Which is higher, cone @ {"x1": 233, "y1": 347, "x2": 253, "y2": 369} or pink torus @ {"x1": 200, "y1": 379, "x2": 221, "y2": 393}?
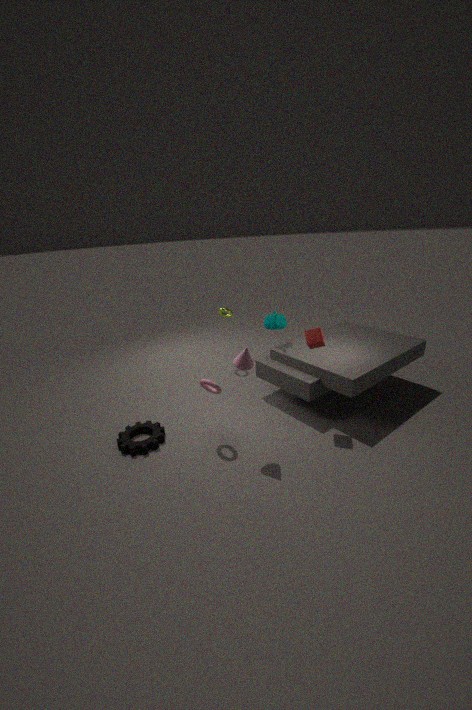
cone @ {"x1": 233, "y1": 347, "x2": 253, "y2": 369}
